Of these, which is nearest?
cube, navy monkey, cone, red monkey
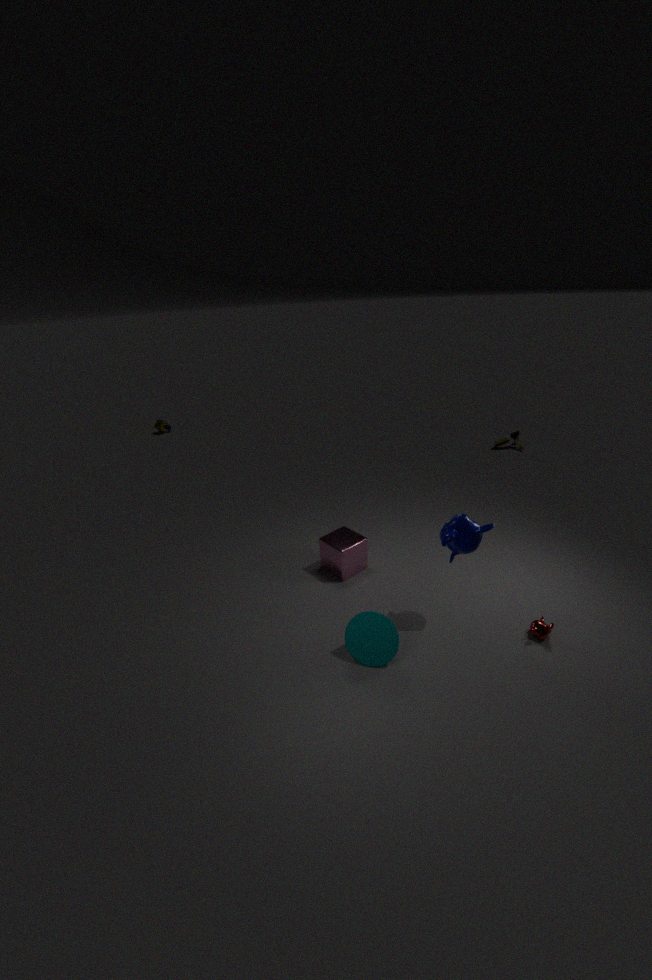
cone
